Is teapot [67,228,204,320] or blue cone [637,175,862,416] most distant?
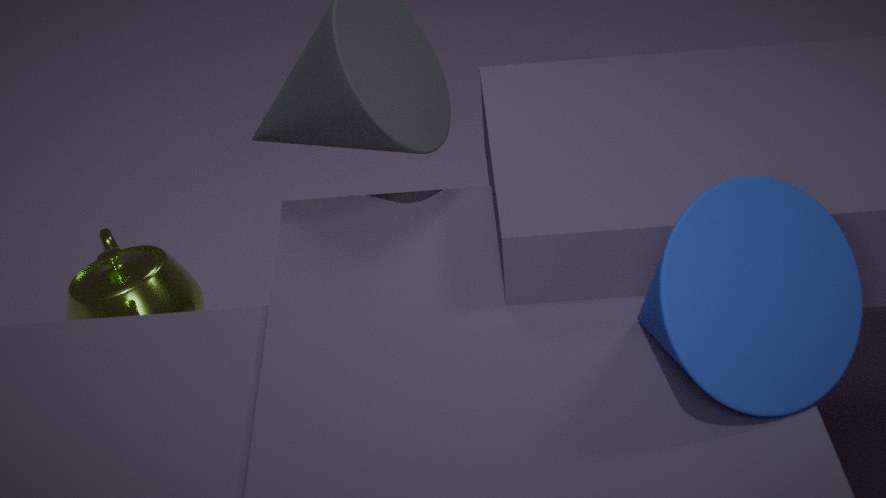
teapot [67,228,204,320]
